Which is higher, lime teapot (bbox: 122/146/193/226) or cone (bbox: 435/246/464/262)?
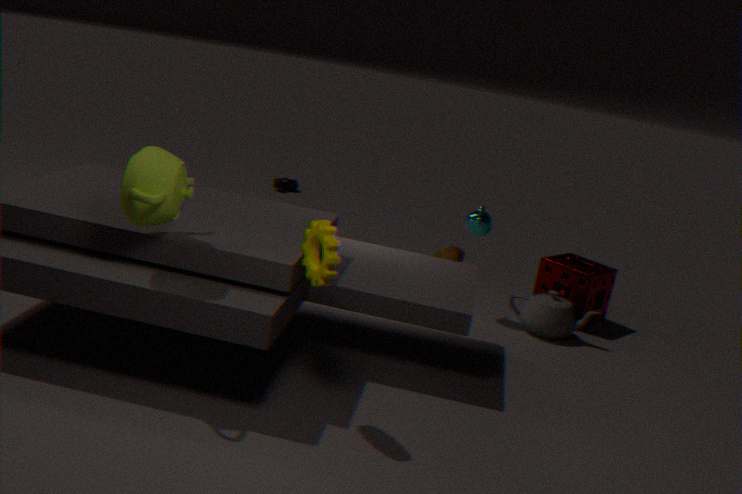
lime teapot (bbox: 122/146/193/226)
